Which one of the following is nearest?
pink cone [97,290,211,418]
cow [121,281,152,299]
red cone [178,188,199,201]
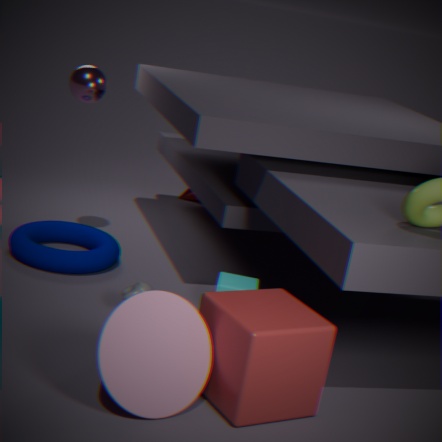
pink cone [97,290,211,418]
